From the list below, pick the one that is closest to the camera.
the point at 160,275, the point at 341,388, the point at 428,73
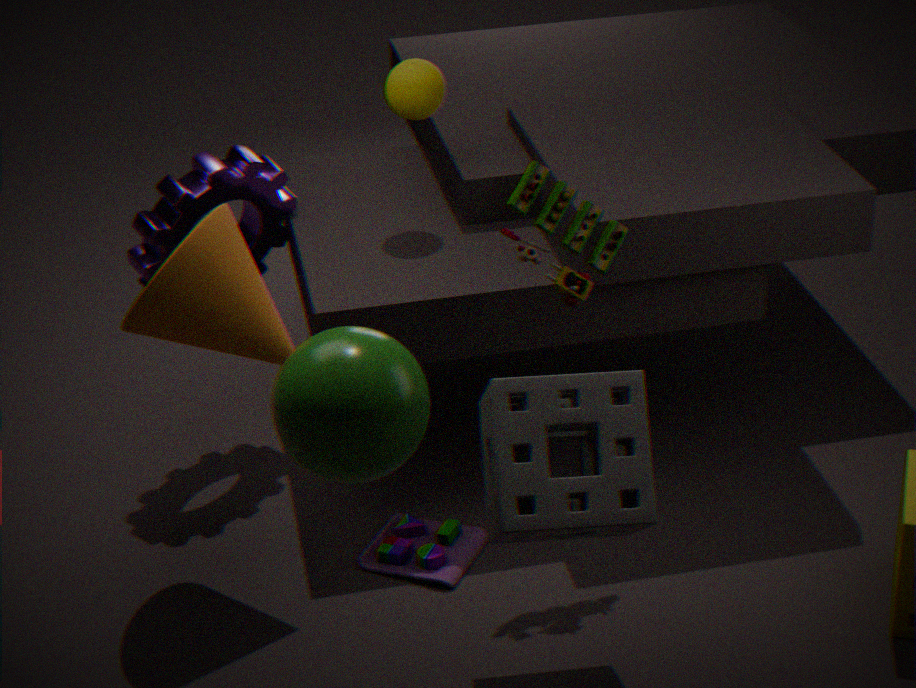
the point at 341,388
